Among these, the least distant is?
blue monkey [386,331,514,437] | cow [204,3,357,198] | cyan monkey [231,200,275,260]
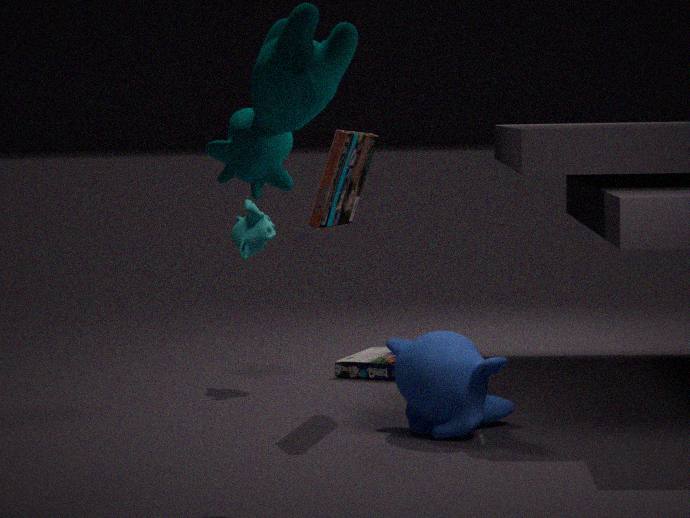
cow [204,3,357,198]
